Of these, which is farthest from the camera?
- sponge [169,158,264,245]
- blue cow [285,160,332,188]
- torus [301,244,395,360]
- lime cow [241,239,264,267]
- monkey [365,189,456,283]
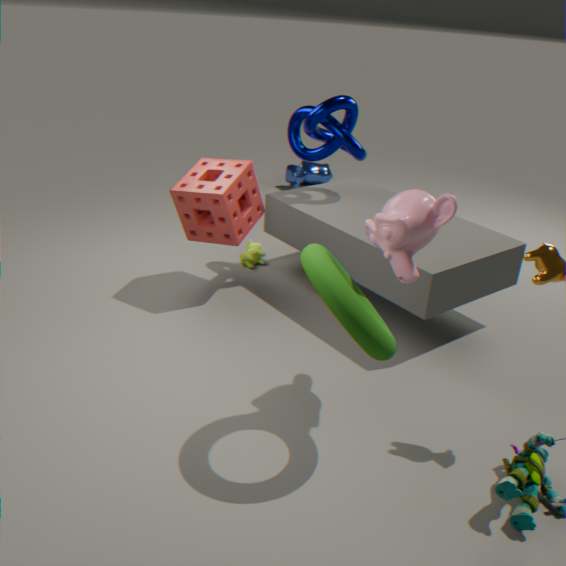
blue cow [285,160,332,188]
